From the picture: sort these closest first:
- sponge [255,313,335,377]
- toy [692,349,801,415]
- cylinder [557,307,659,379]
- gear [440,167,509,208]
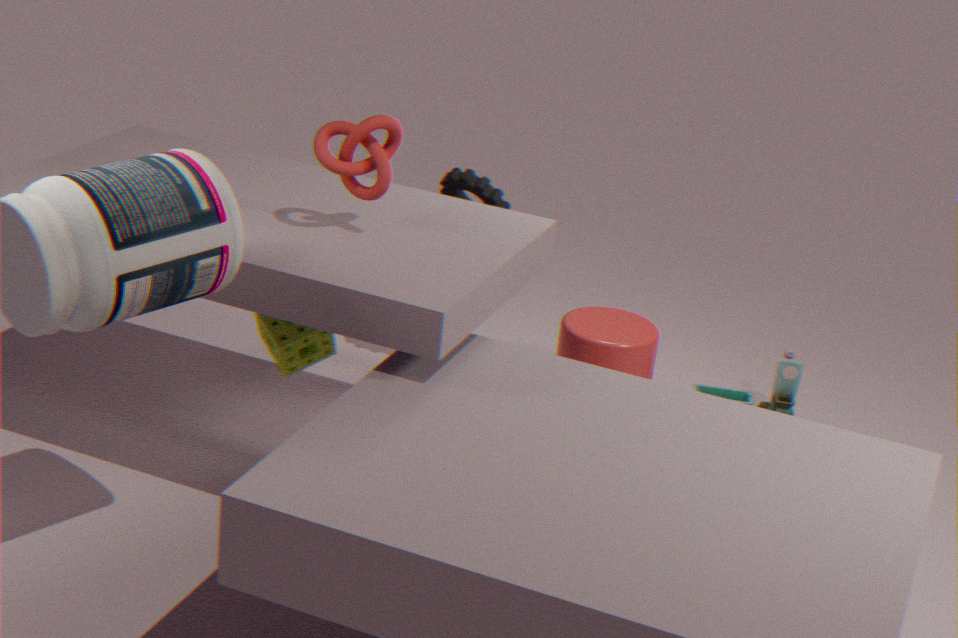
sponge [255,313,335,377], cylinder [557,307,659,379], gear [440,167,509,208], toy [692,349,801,415]
